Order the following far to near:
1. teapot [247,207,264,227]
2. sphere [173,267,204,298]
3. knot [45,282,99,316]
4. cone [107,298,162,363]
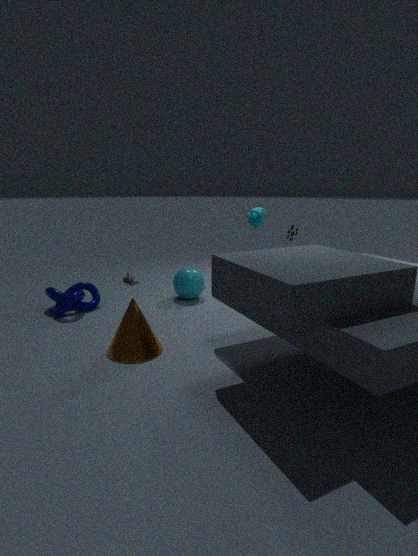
sphere [173,267,204,298], knot [45,282,99,316], teapot [247,207,264,227], cone [107,298,162,363]
